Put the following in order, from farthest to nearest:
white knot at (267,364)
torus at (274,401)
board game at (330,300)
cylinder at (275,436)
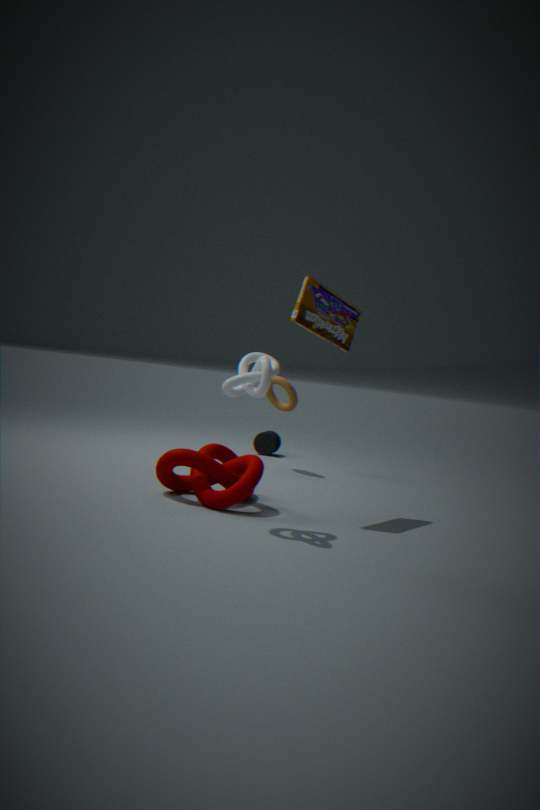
1. cylinder at (275,436)
2. torus at (274,401)
3. board game at (330,300)
4. white knot at (267,364)
